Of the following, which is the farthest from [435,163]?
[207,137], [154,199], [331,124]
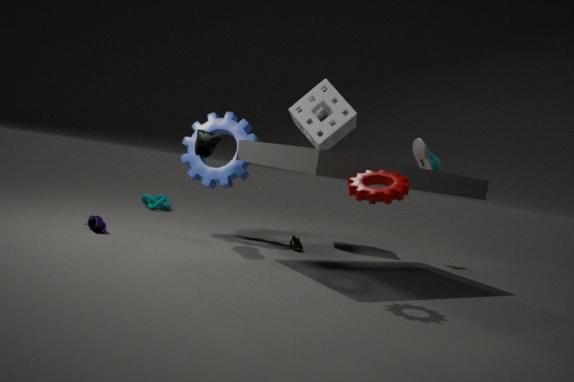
[154,199]
